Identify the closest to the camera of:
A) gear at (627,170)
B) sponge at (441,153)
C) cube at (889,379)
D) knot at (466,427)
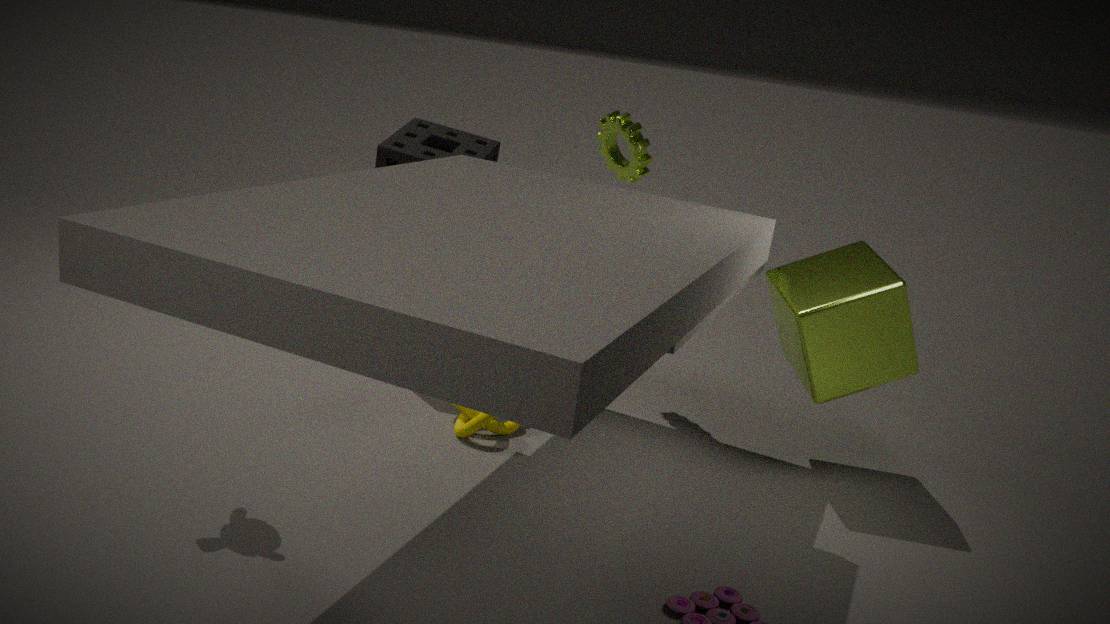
C. cube at (889,379)
